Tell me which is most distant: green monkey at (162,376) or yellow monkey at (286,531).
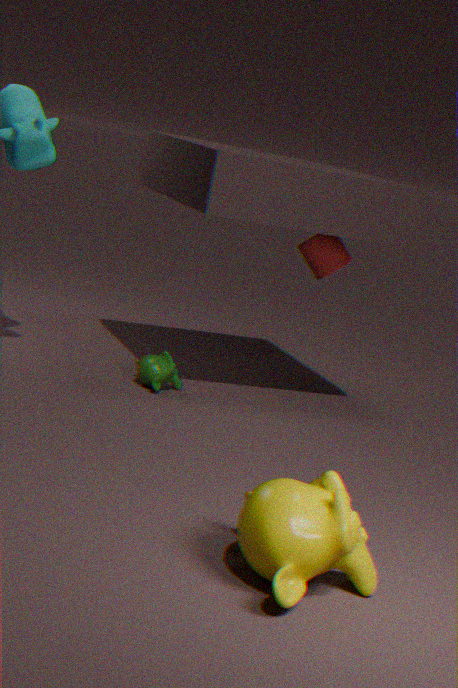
green monkey at (162,376)
